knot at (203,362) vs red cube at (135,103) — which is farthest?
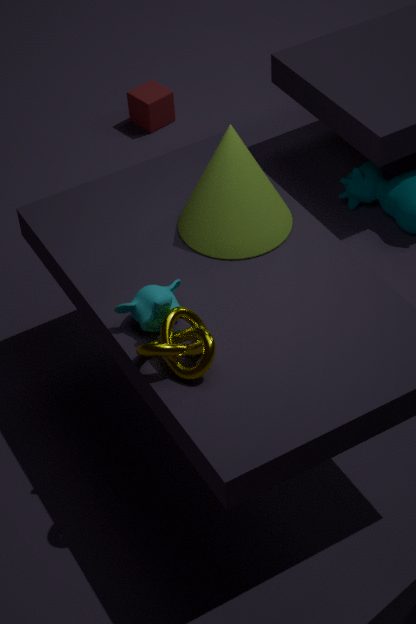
red cube at (135,103)
